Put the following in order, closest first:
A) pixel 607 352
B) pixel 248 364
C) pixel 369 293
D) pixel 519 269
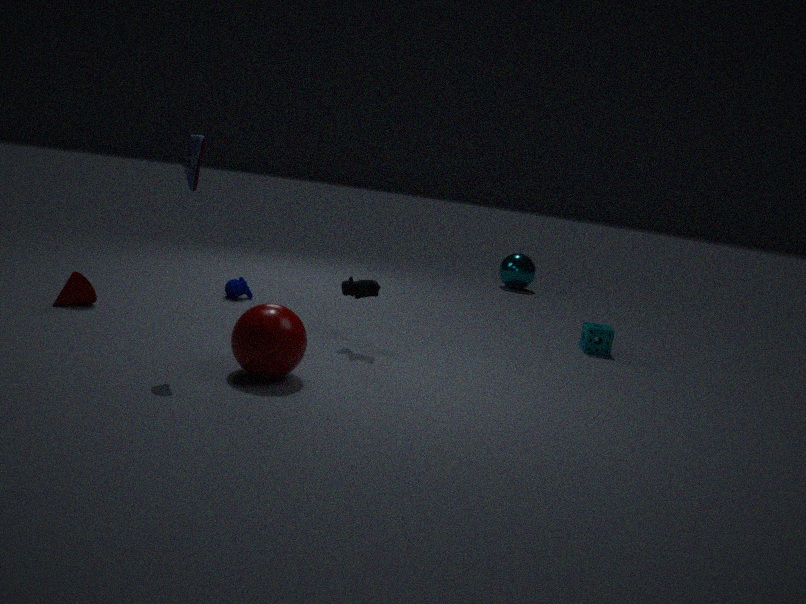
B. pixel 248 364 < C. pixel 369 293 < A. pixel 607 352 < D. pixel 519 269
